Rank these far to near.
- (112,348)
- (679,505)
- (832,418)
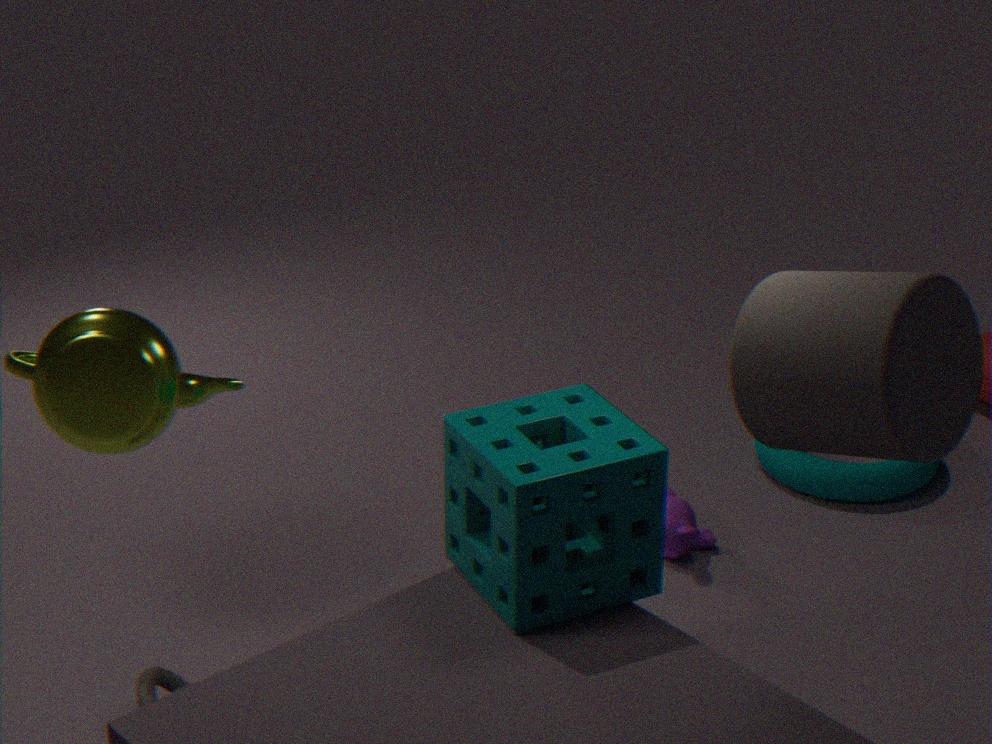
(679,505) → (112,348) → (832,418)
